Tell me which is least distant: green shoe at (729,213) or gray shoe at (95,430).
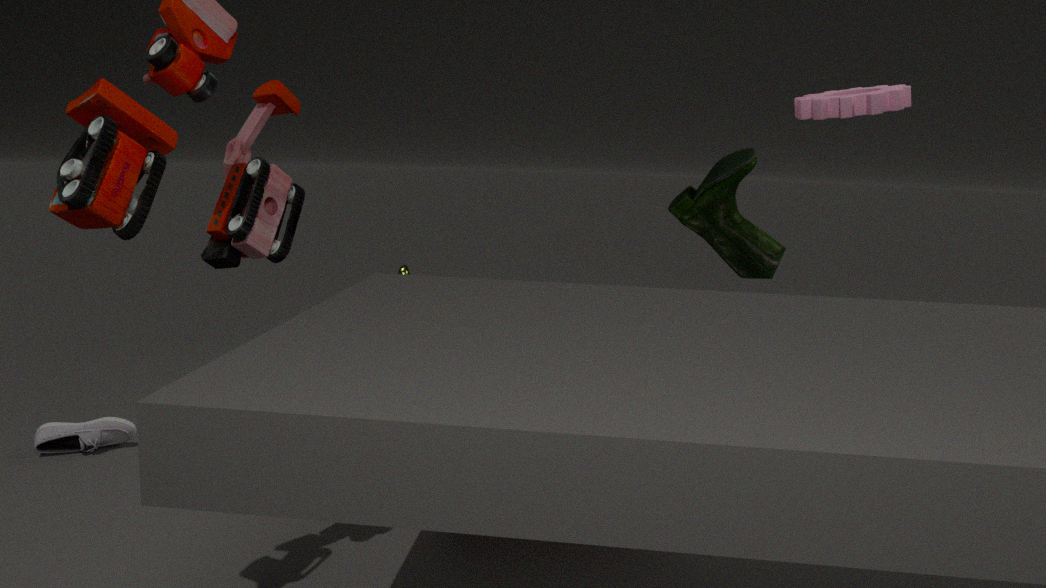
gray shoe at (95,430)
